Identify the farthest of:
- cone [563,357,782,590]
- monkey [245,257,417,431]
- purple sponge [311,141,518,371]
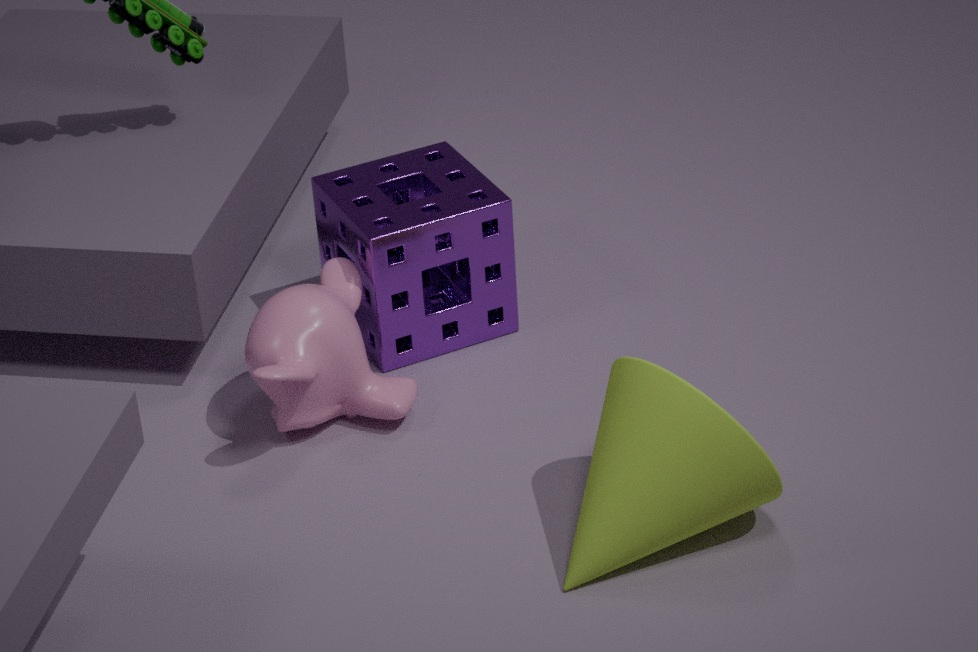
purple sponge [311,141,518,371]
